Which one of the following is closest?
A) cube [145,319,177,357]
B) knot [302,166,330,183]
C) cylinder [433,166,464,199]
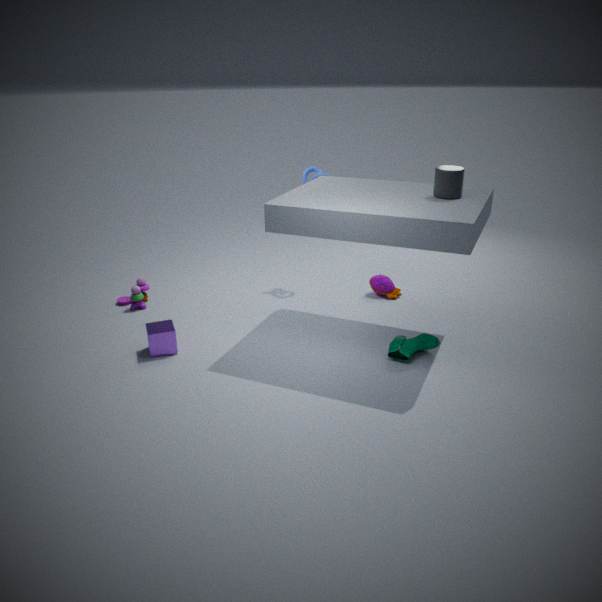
cylinder [433,166,464,199]
